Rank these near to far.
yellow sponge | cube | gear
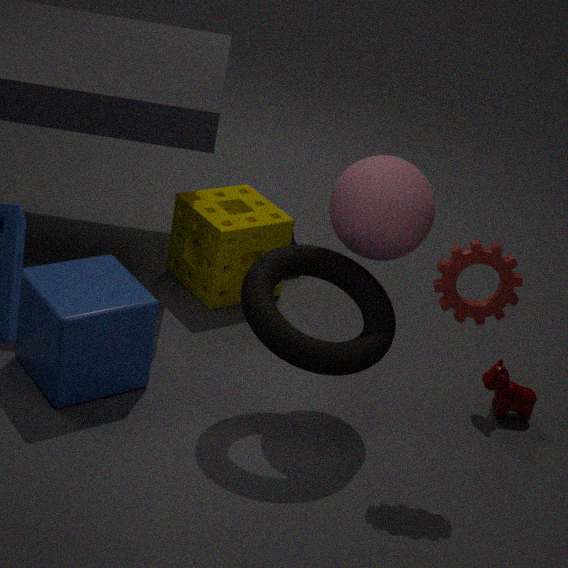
gear → cube → yellow sponge
